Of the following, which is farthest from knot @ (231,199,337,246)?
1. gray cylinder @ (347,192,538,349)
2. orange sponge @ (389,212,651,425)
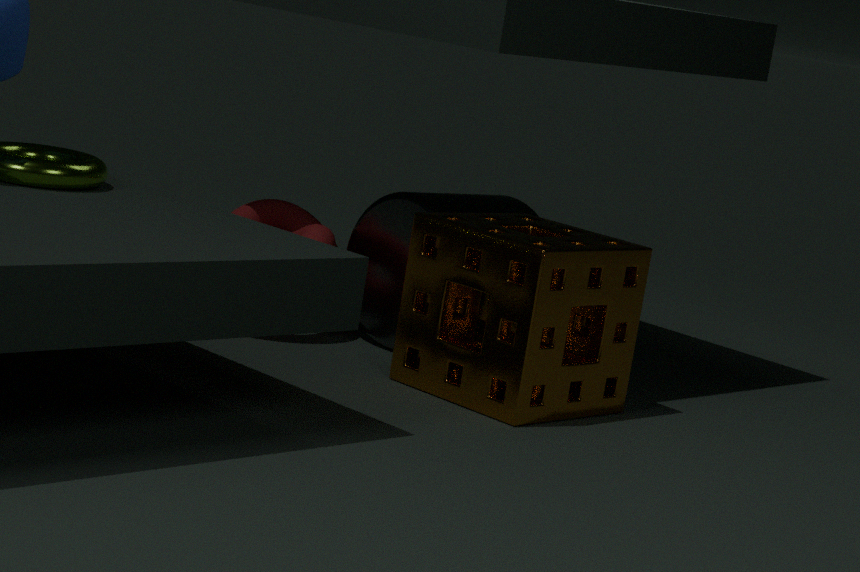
orange sponge @ (389,212,651,425)
